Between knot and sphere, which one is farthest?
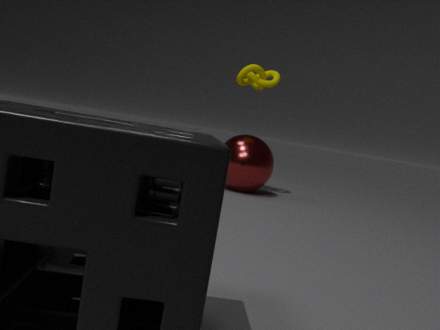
knot
